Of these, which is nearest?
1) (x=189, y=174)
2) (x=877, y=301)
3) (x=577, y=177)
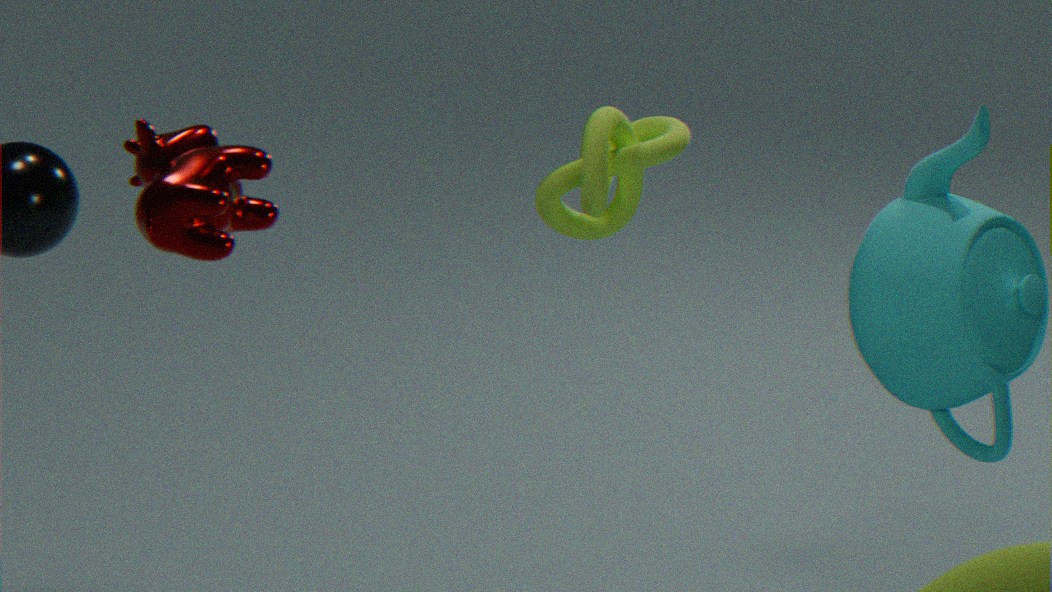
1. (x=189, y=174)
